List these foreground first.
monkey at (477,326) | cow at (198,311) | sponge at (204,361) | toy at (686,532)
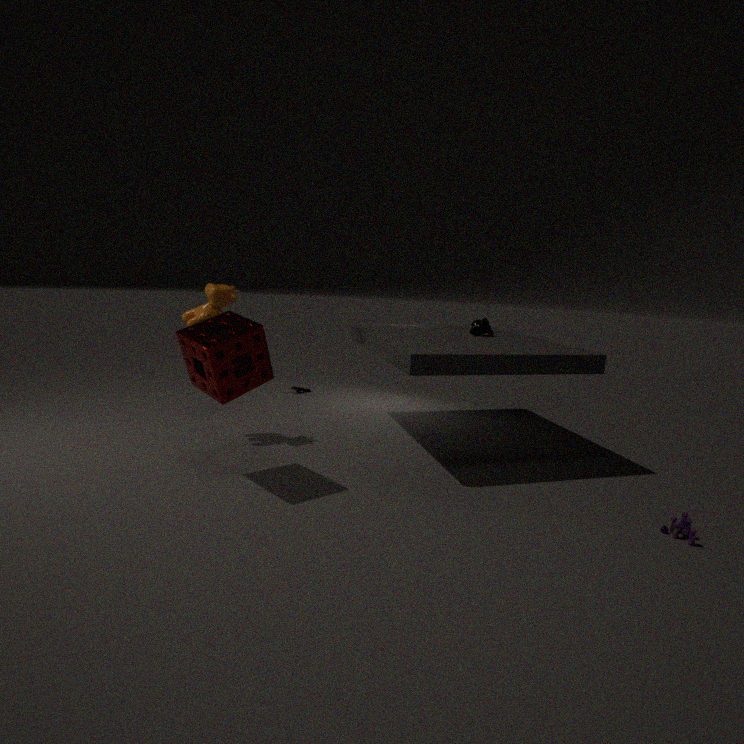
toy at (686,532), sponge at (204,361), cow at (198,311), monkey at (477,326)
